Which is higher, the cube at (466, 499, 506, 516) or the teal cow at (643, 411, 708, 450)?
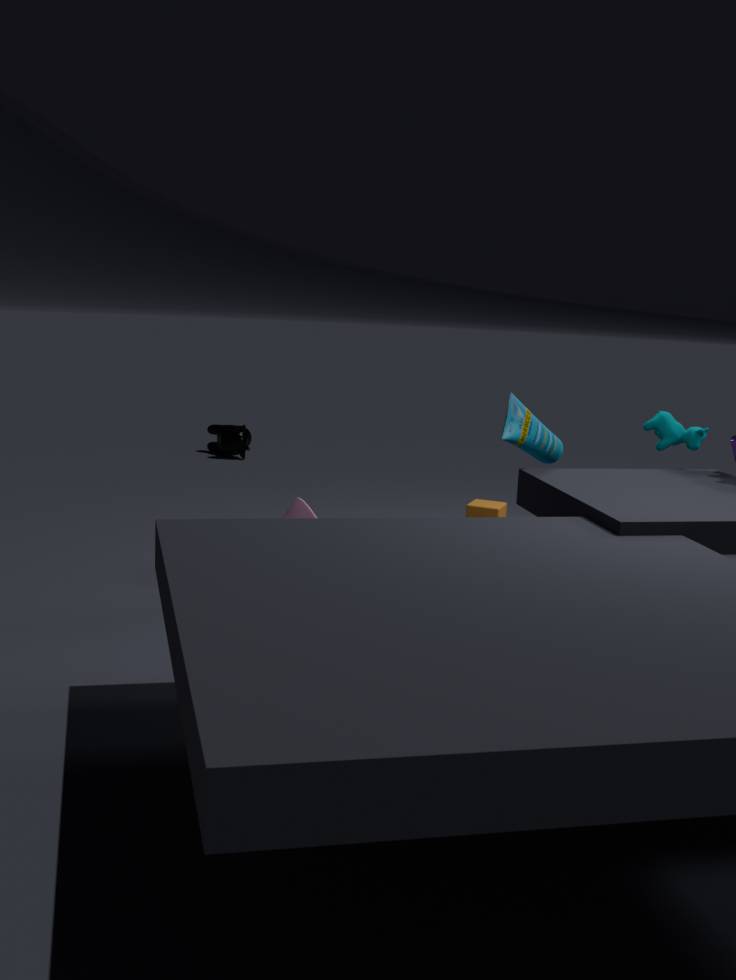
the teal cow at (643, 411, 708, 450)
